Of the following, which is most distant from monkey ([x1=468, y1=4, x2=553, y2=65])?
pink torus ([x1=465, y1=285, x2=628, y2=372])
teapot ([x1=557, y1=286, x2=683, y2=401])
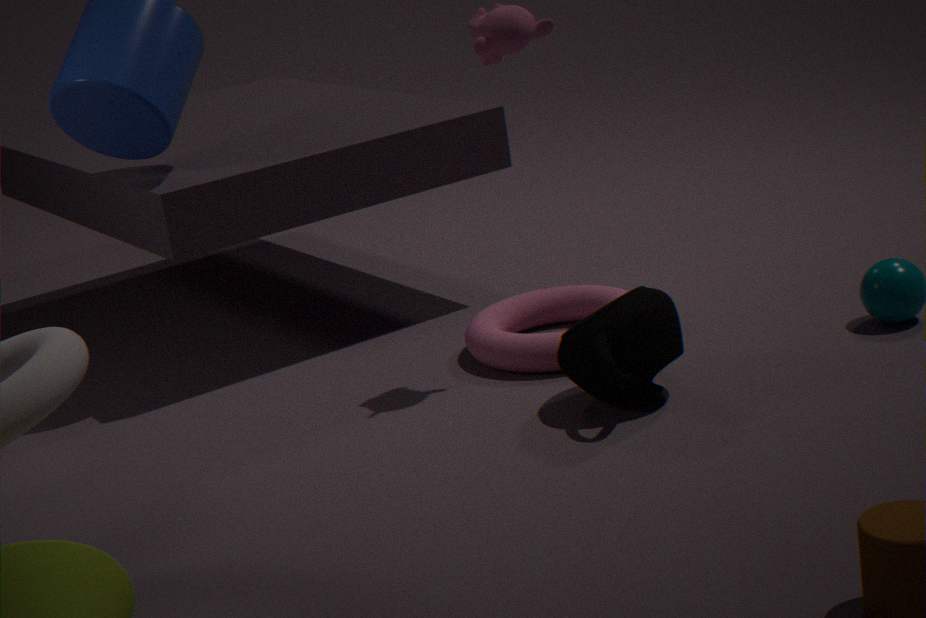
pink torus ([x1=465, y1=285, x2=628, y2=372])
